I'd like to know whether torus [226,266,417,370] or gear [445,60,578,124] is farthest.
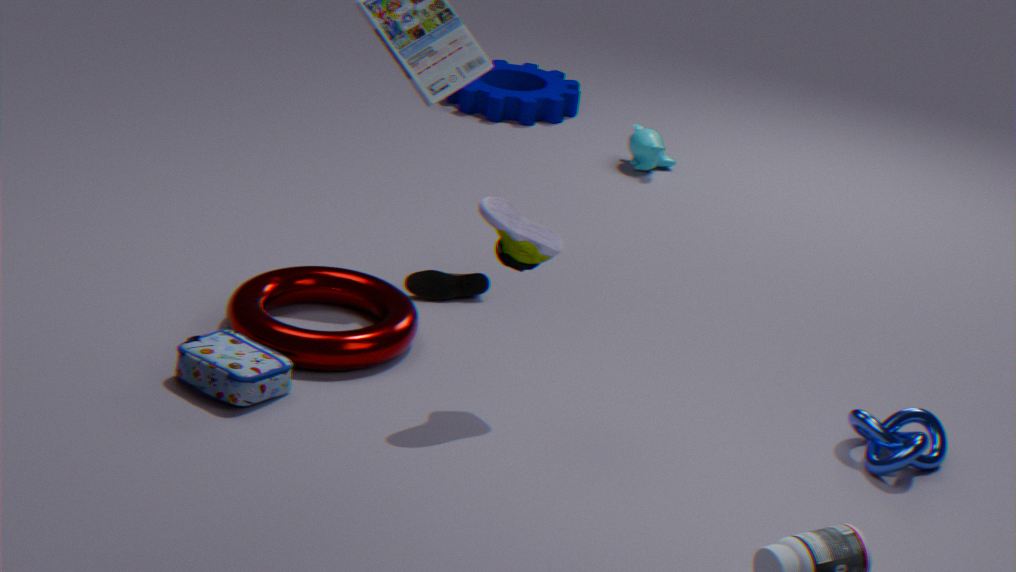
gear [445,60,578,124]
